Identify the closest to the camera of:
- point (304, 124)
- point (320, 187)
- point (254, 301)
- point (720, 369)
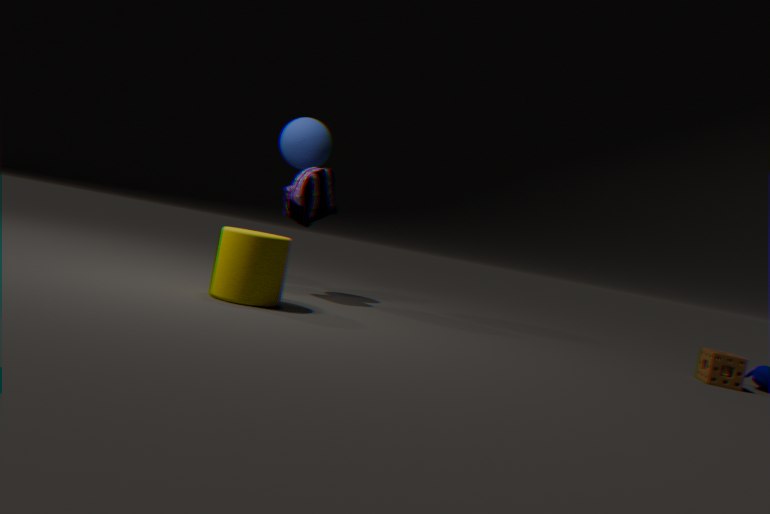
point (254, 301)
